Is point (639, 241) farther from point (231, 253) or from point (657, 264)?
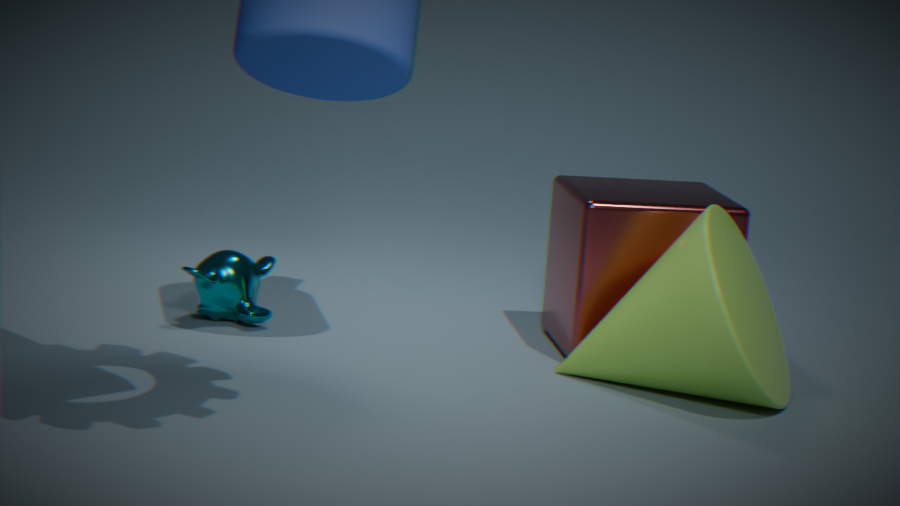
point (231, 253)
